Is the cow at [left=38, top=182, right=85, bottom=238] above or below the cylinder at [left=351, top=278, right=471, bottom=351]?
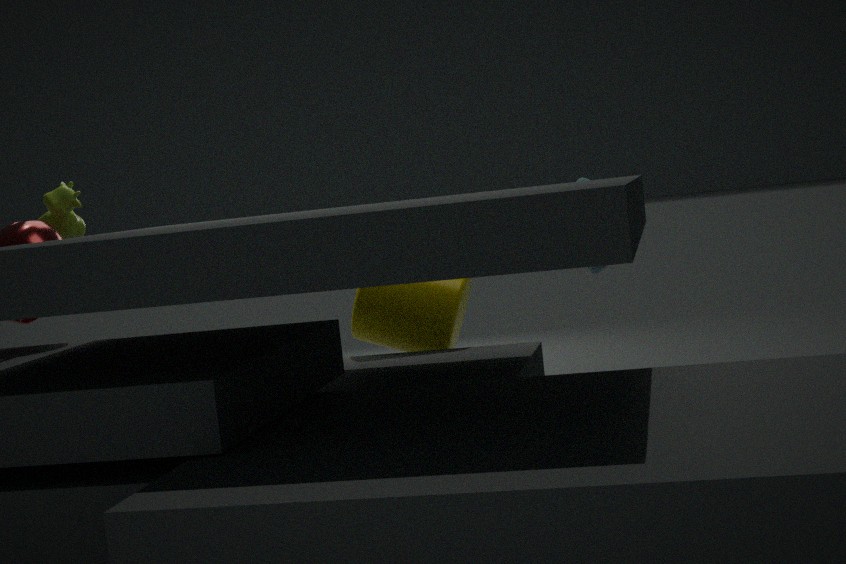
above
